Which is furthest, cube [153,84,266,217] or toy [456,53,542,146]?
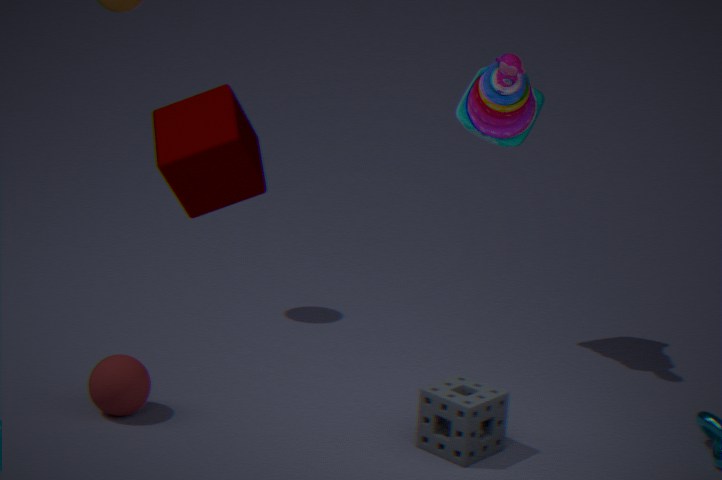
toy [456,53,542,146]
